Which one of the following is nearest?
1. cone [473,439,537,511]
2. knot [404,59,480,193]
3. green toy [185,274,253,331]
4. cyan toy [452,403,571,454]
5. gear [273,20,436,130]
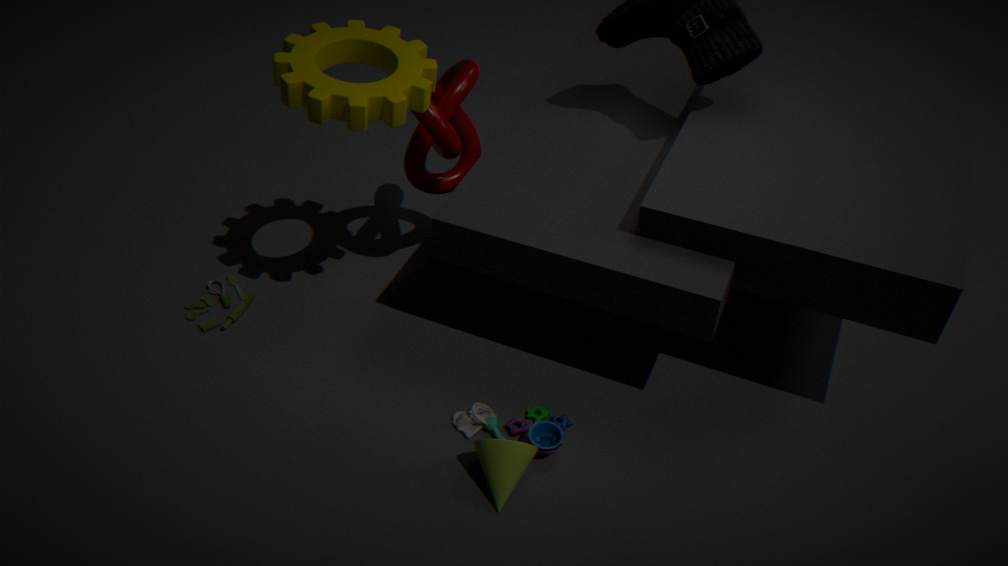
cone [473,439,537,511]
